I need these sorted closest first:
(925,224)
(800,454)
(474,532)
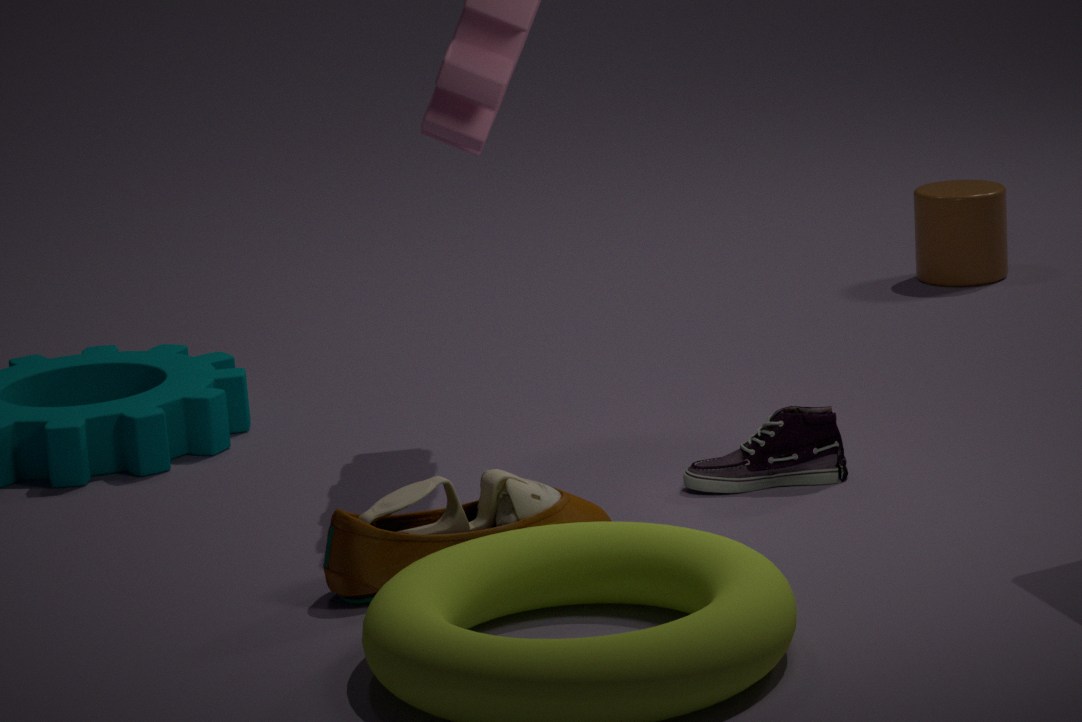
(474,532) < (800,454) < (925,224)
